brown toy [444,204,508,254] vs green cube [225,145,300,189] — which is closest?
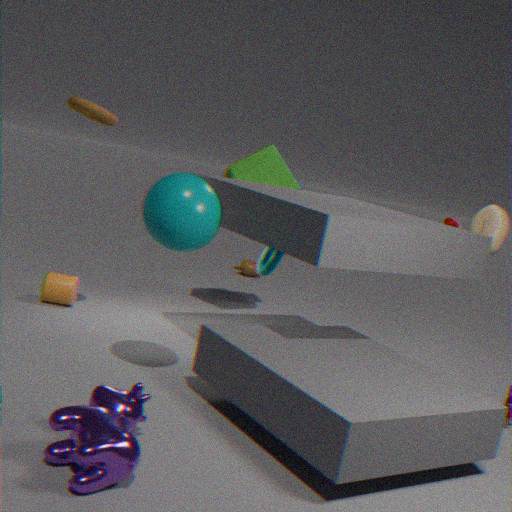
brown toy [444,204,508,254]
